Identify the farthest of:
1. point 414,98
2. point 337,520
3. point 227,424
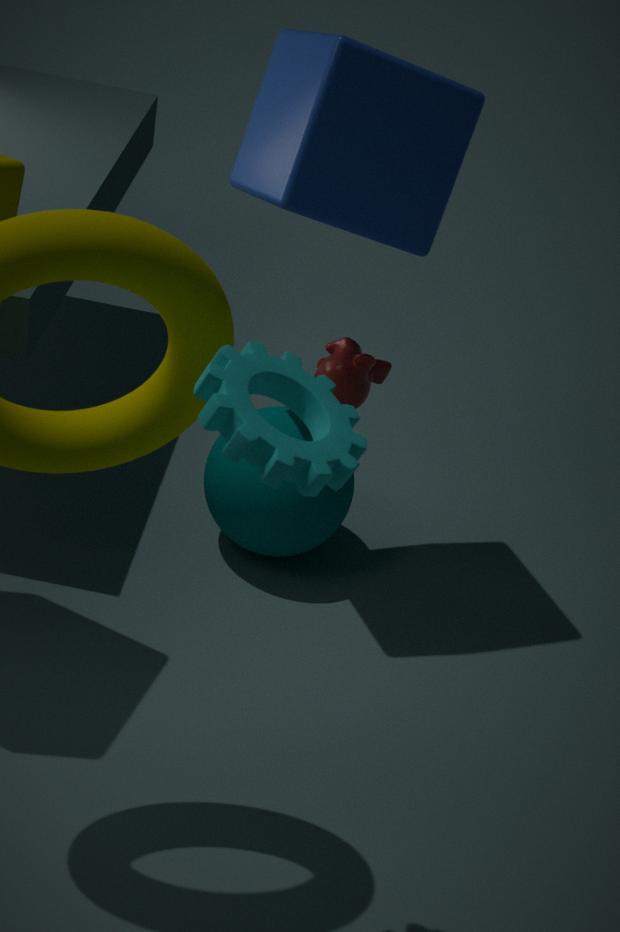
point 337,520
